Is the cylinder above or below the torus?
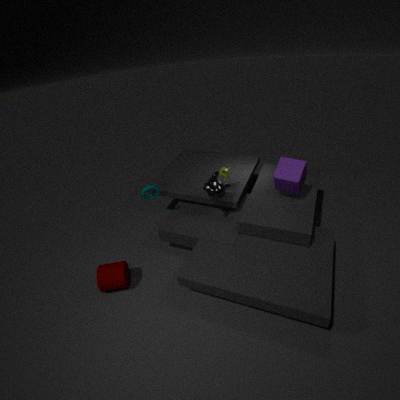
below
